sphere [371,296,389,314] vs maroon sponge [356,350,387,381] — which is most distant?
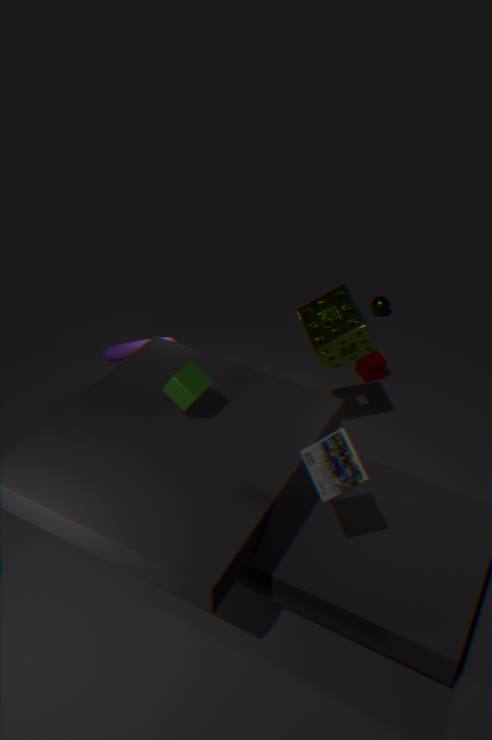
sphere [371,296,389,314]
